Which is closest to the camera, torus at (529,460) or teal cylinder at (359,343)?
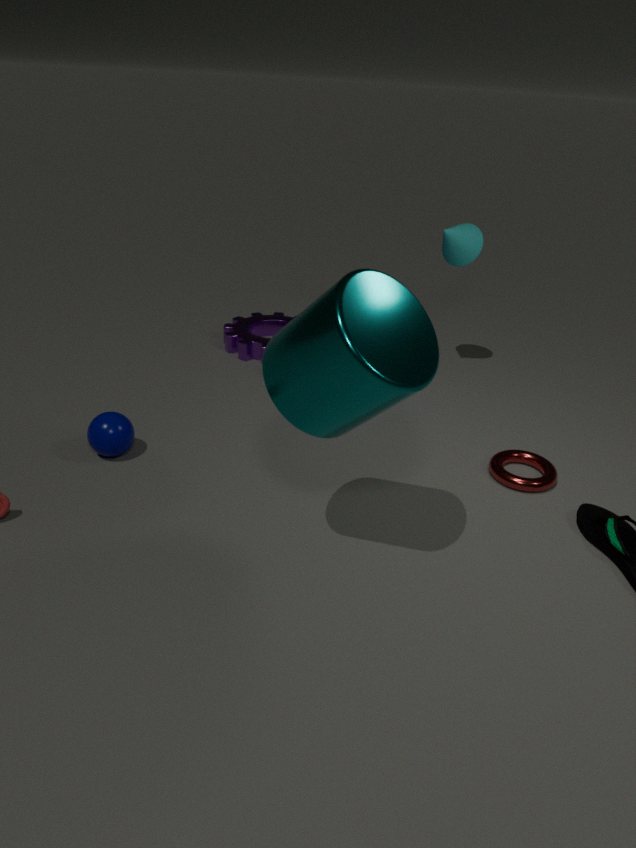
teal cylinder at (359,343)
